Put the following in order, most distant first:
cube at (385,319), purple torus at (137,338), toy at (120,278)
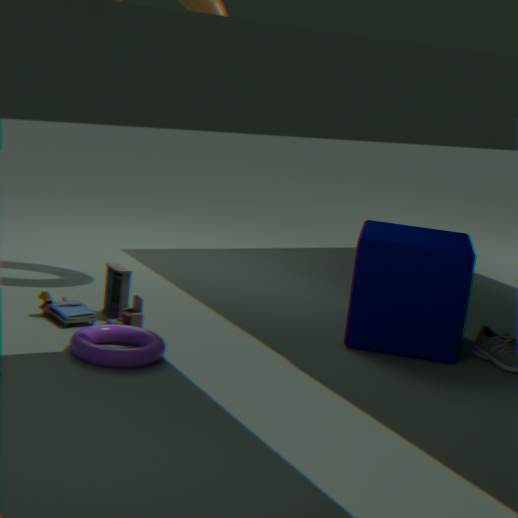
1. toy at (120,278)
2. cube at (385,319)
3. purple torus at (137,338)
